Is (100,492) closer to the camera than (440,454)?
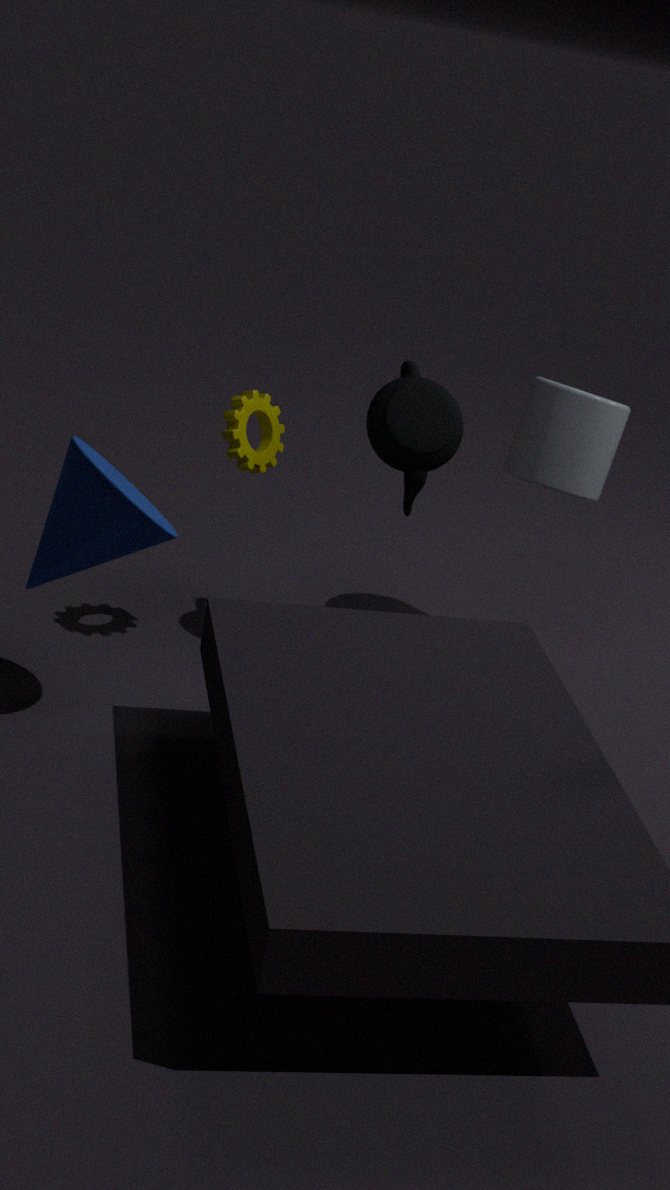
Yes
